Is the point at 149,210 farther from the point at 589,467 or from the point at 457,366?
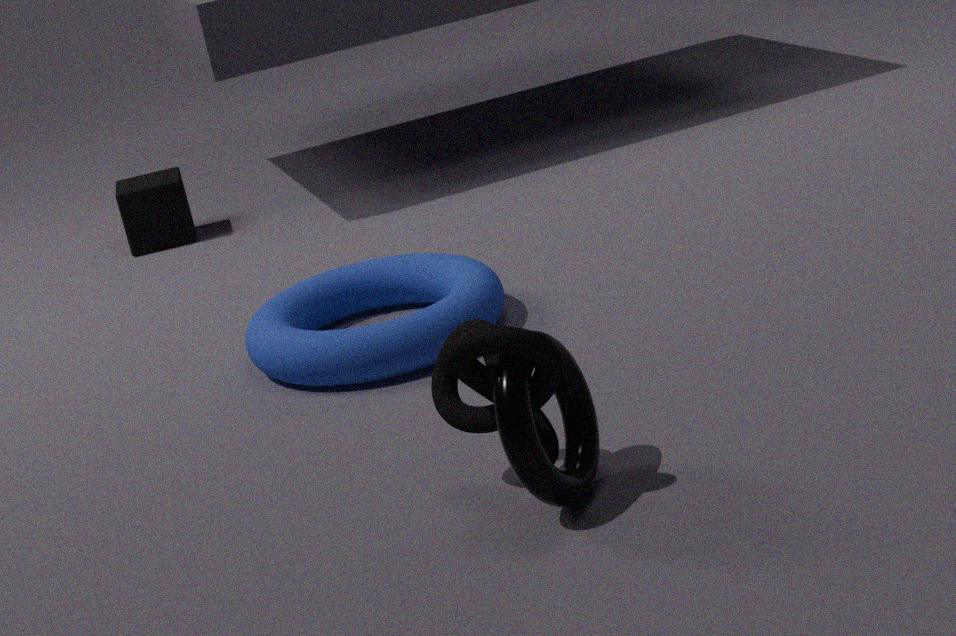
the point at 589,467
